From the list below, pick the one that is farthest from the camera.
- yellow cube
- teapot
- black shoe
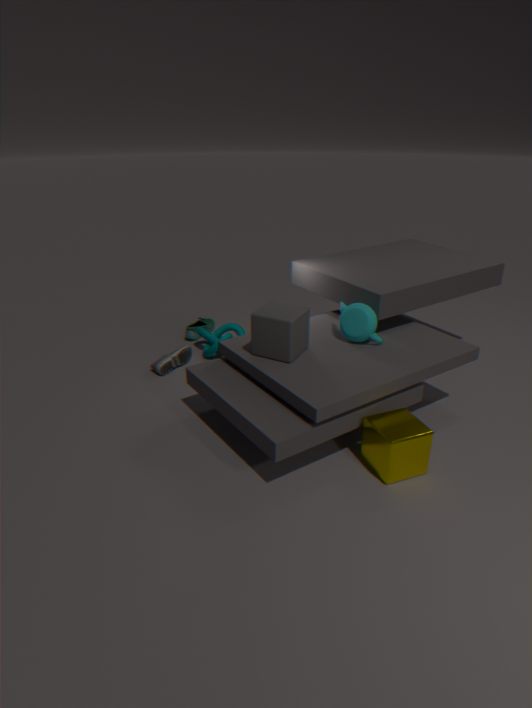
black shoe
